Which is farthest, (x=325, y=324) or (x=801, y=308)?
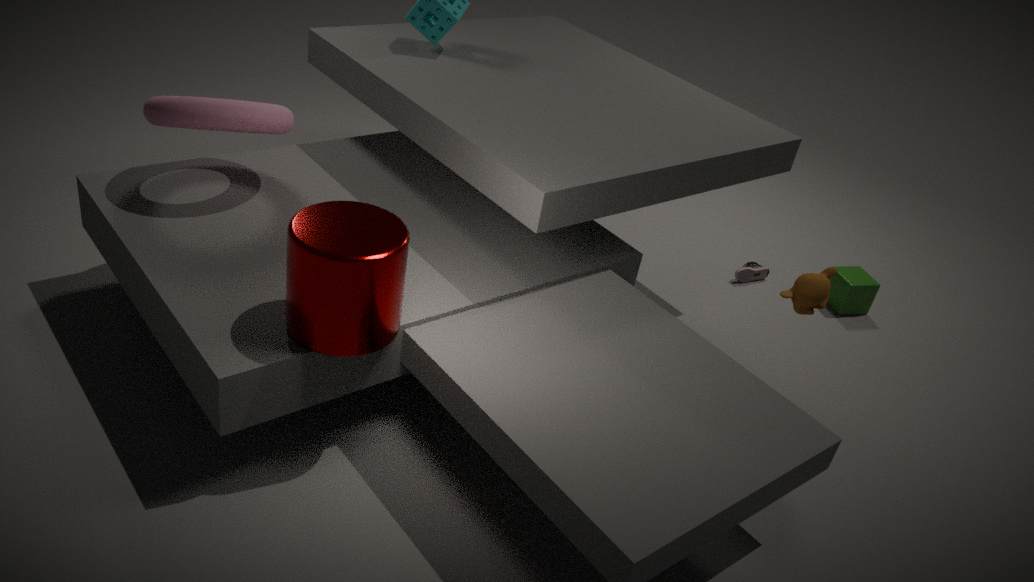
(x=801, y=308)
